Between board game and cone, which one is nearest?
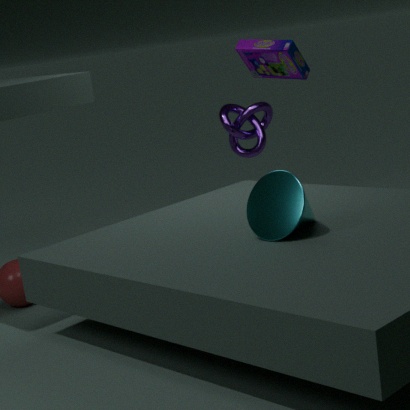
cone
